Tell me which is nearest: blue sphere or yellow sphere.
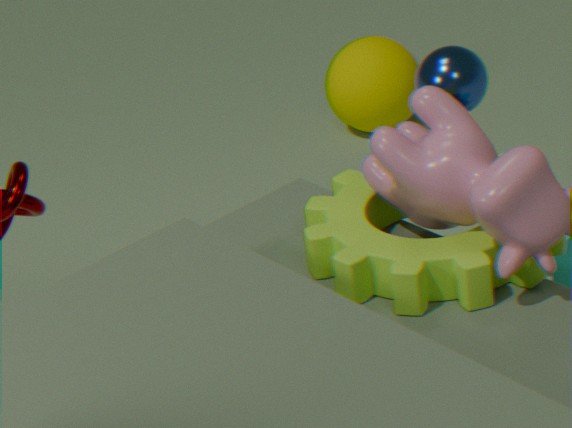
blue sphere
